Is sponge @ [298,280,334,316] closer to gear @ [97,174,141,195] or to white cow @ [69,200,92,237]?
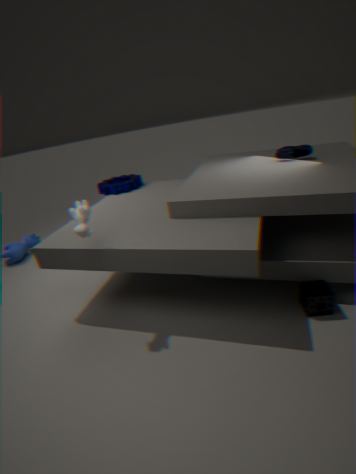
white cow @ [69,200,92,237]
